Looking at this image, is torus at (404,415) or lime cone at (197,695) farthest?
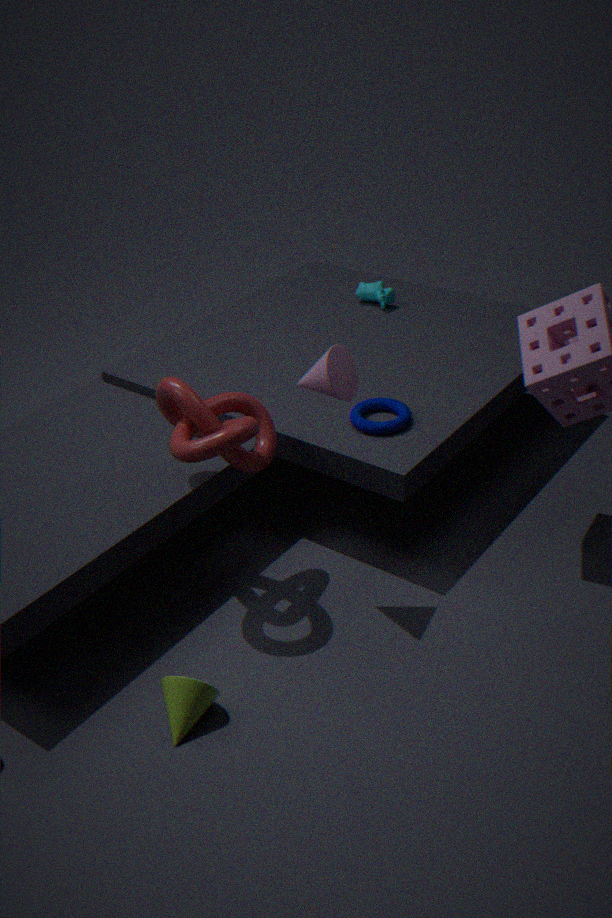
torus at (404,415)
